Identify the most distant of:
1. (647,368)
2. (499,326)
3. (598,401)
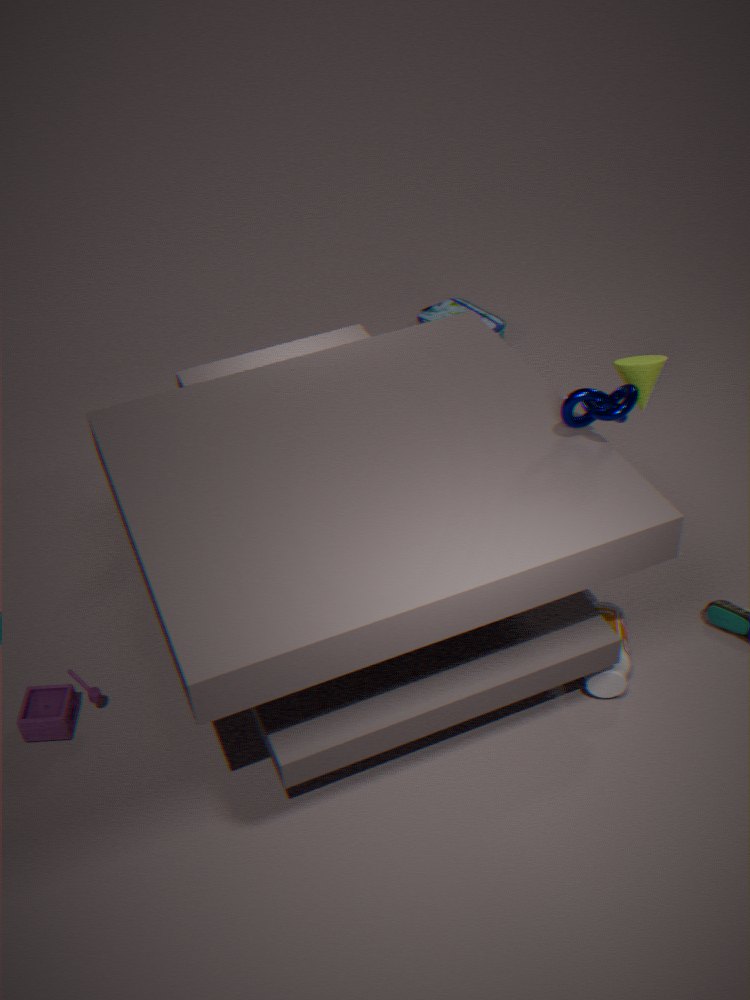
(499,326)
